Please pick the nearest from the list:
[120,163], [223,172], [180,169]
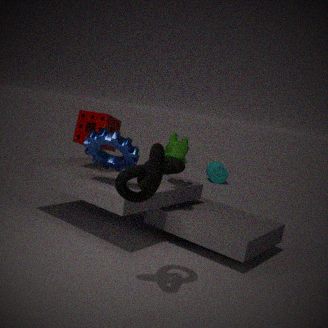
[180,169]
